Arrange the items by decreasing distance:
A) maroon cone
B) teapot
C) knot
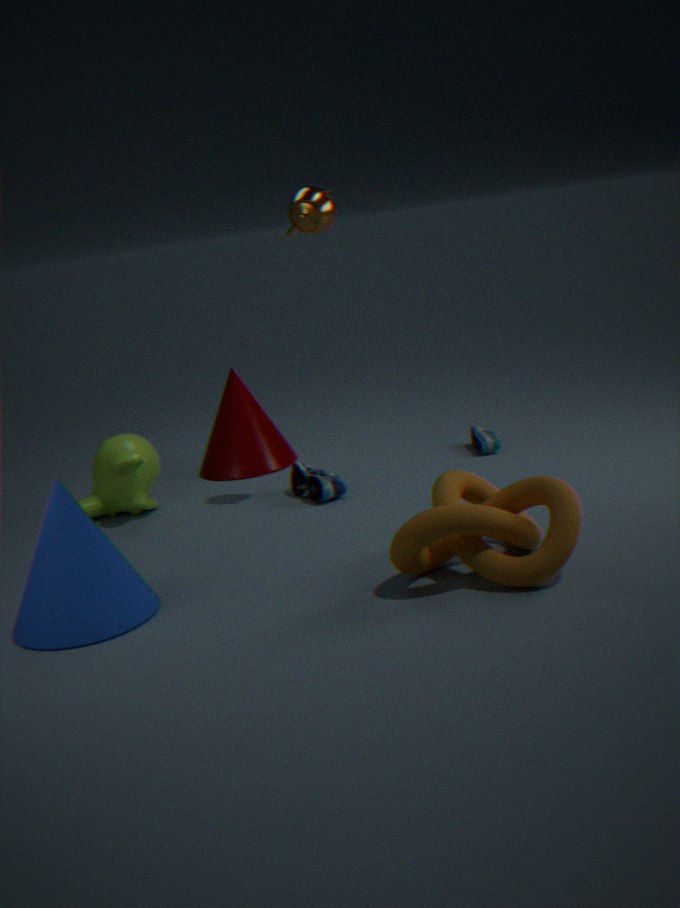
maroon cone < teapot < knot
